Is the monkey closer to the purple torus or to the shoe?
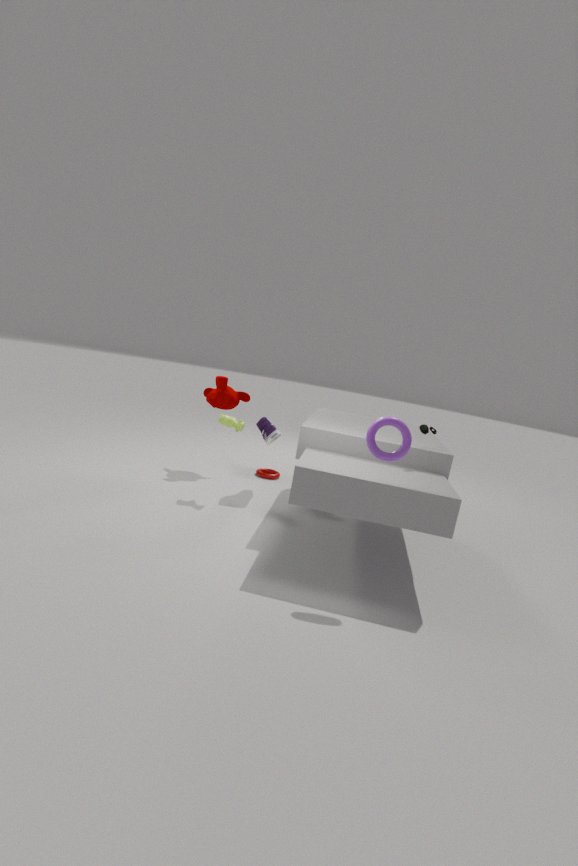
the shoe
